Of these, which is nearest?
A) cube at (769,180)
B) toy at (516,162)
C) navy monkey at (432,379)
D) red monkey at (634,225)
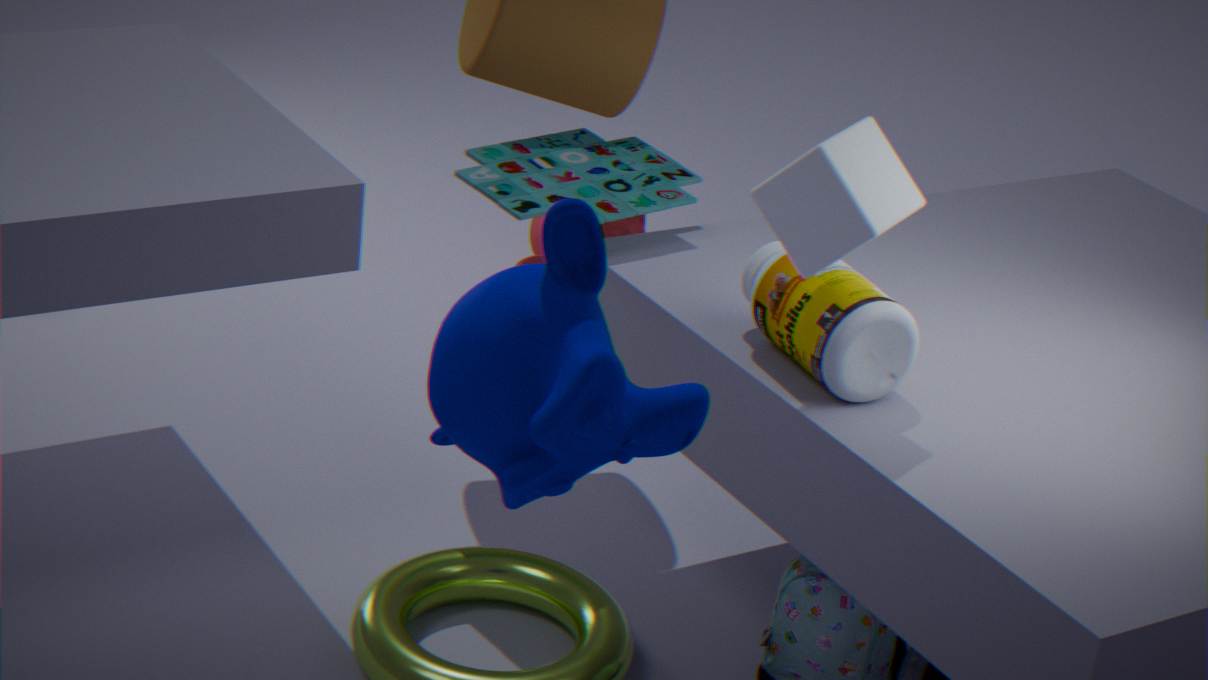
navy monkey at (432,379)
